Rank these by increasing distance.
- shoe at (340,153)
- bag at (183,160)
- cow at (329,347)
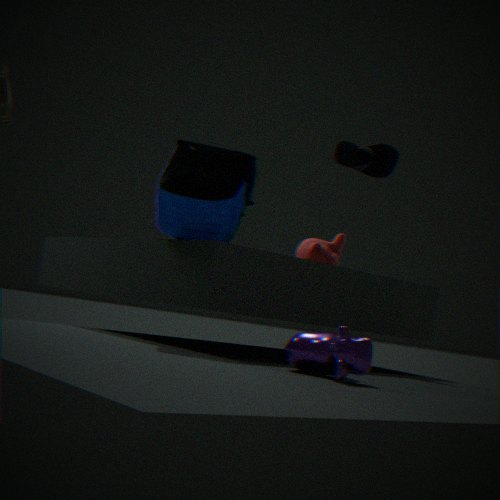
cow at (329,347) < bag at (183,160) < shoe at (340,153)
